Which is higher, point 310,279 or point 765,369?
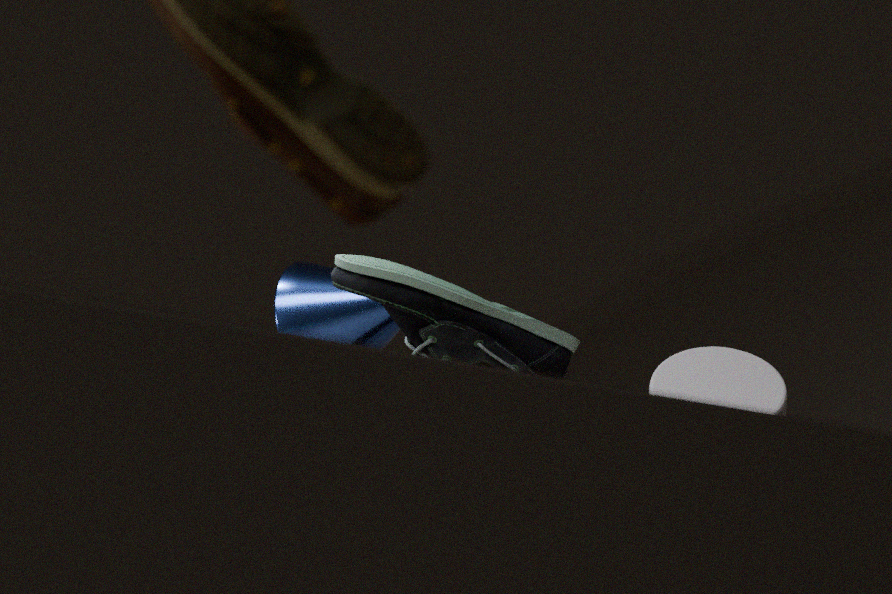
point 310,279
